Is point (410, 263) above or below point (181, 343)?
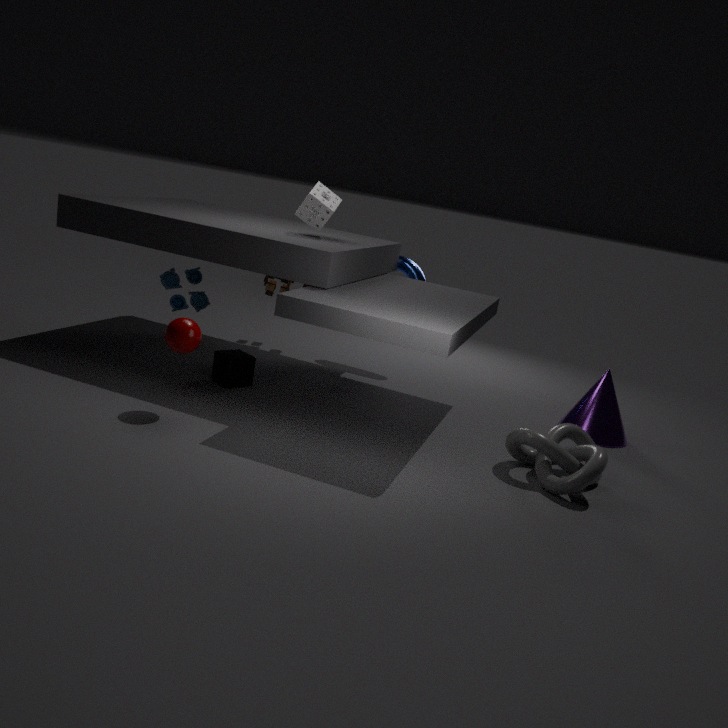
above
